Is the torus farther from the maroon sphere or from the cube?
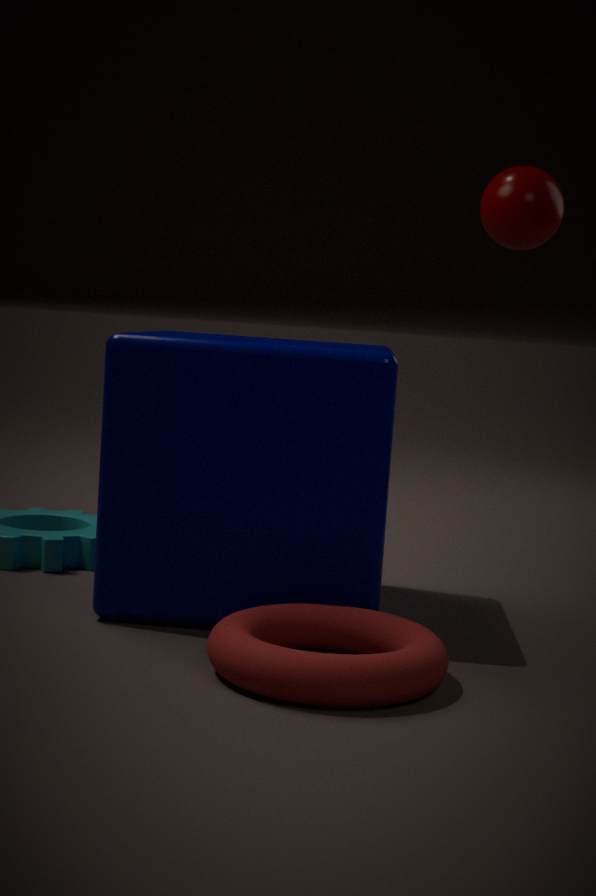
the maroon sphere
